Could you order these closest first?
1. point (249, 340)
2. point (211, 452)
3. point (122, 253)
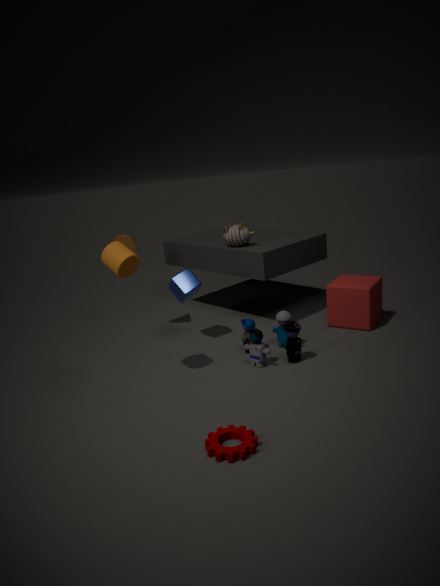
1. point (211, 452)
2. point (122, 253)
3. point (249, 340)
